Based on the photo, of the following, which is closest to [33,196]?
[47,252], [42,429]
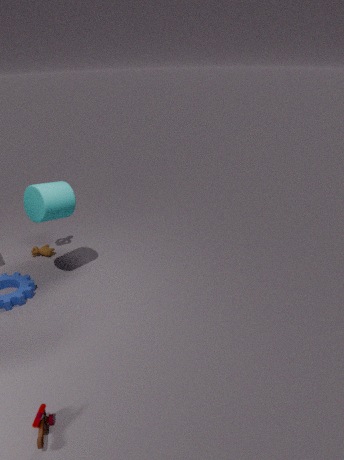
[47,252]
